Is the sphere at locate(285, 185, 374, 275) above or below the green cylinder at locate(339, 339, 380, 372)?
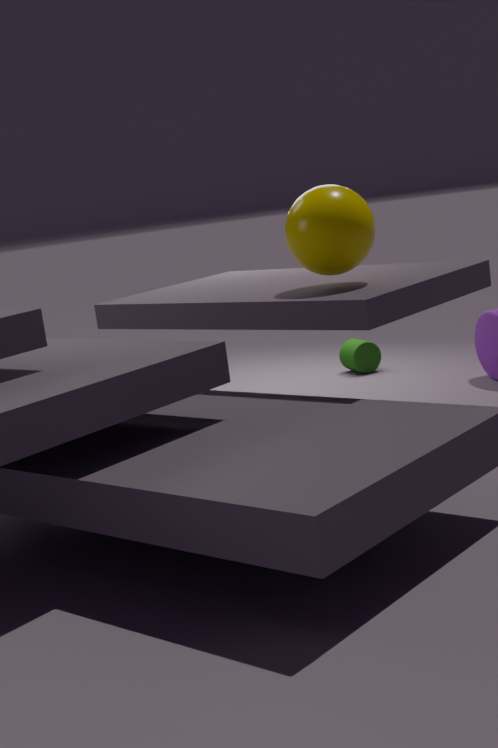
above
